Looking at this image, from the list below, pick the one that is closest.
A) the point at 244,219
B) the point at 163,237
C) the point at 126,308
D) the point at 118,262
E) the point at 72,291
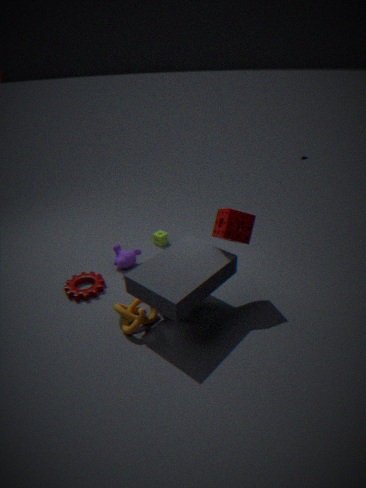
the point at 244,219
